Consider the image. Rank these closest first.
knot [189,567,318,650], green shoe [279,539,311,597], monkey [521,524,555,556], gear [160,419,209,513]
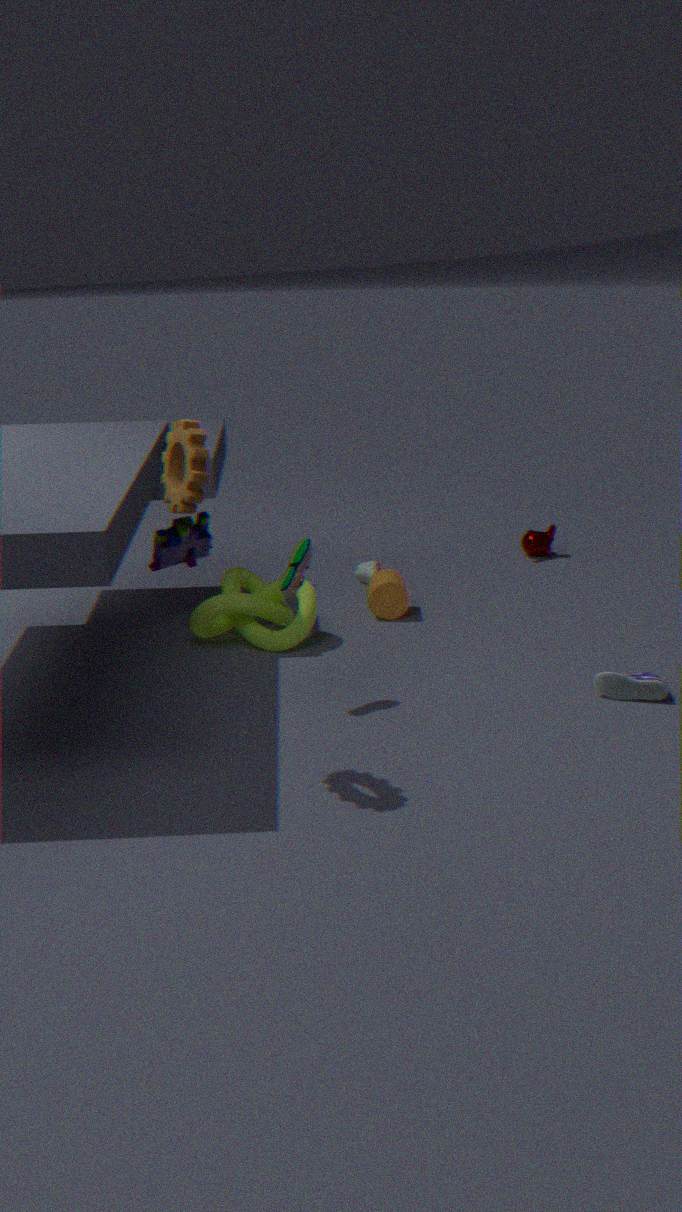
gear [160,419,209,513] < green shoe [279,539,311,597] < knot [189,567,318,650] < monkey [521,524,555,556]
